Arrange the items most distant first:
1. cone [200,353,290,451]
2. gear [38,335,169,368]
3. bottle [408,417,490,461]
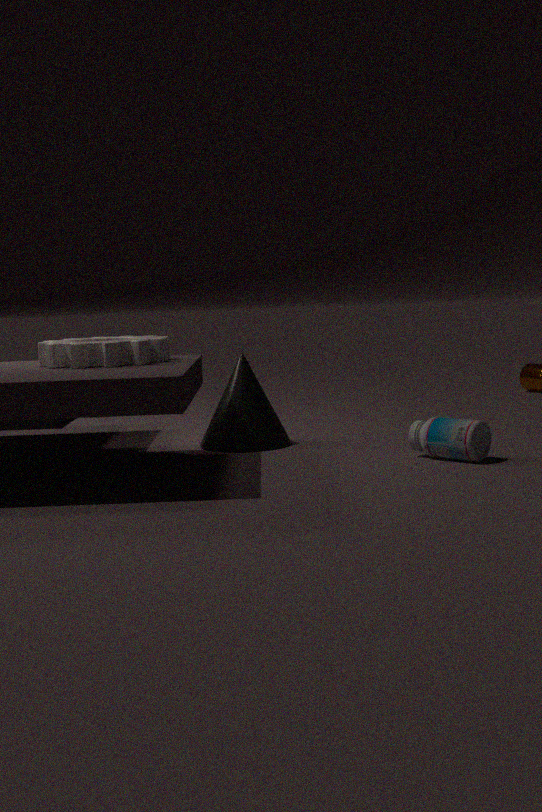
cone [200,353,290,451] < bottle [408,417,490,461] < gear [38,335,169,368]
